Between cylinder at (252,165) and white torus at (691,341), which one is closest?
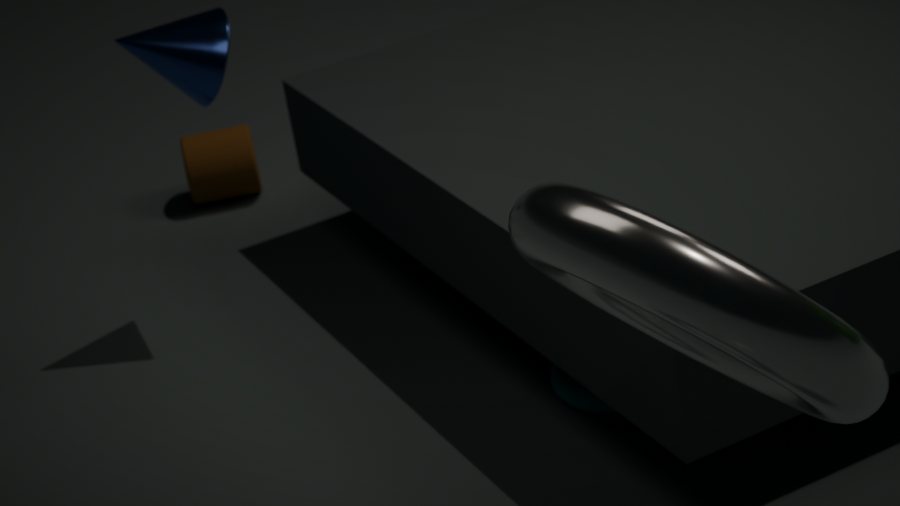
white torus at (691,341)
